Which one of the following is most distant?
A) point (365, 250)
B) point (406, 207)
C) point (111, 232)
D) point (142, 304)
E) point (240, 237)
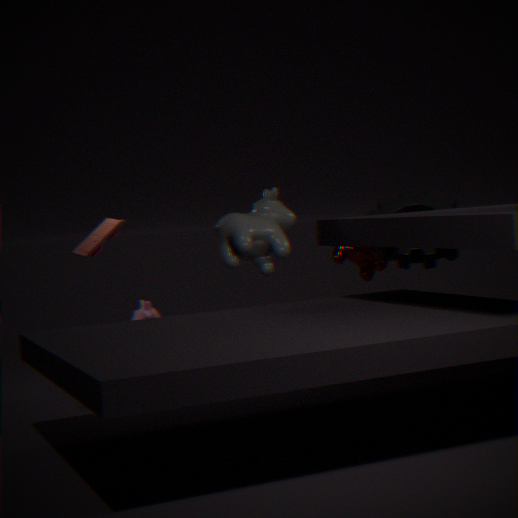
point (365, 250)
